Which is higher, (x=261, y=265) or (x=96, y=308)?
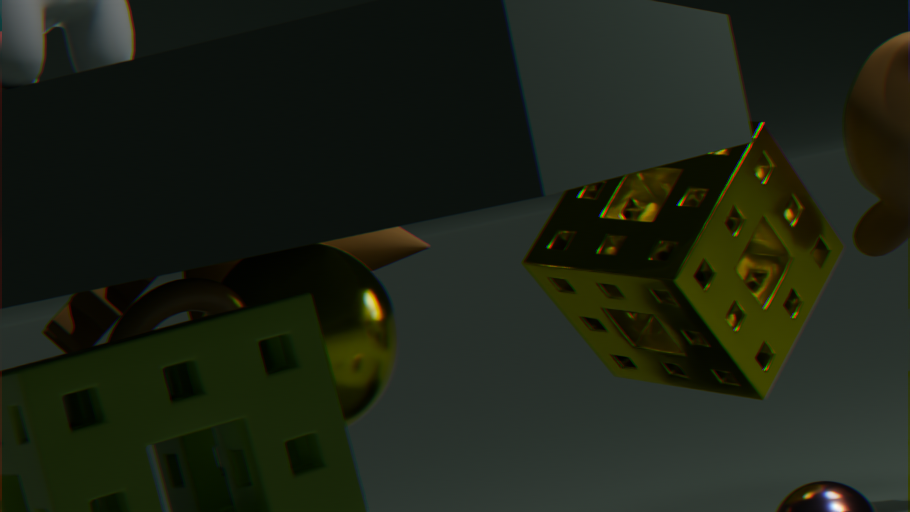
(x=96, y=308)
